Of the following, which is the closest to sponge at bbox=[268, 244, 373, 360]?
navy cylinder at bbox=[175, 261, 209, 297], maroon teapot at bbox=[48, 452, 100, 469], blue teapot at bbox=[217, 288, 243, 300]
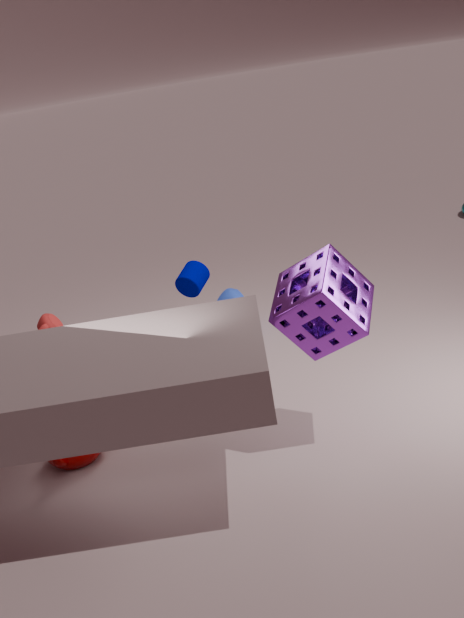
navy cylinder at bbox=[175, 261, 209, 297]
